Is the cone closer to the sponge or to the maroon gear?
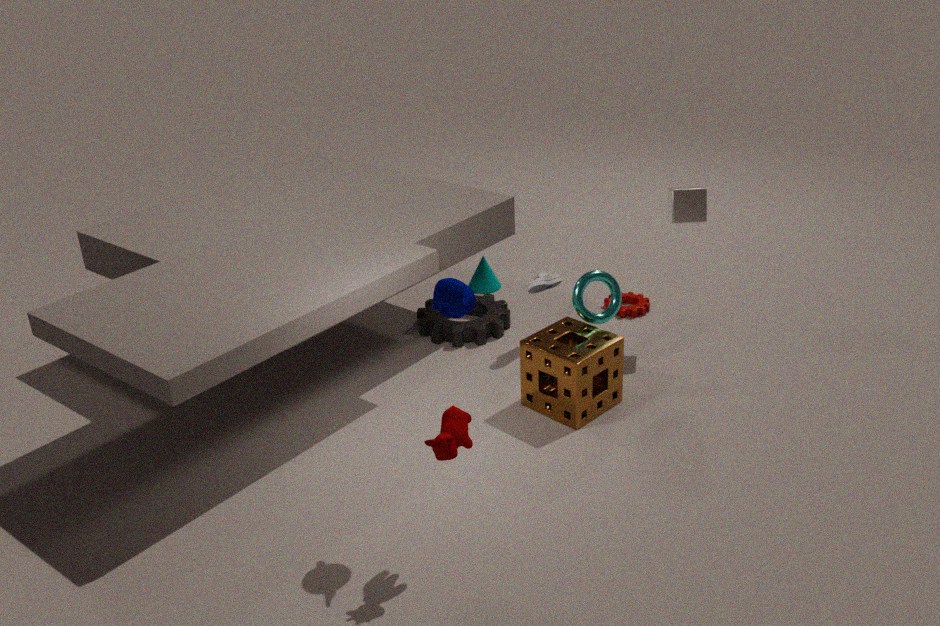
the maroon gear
